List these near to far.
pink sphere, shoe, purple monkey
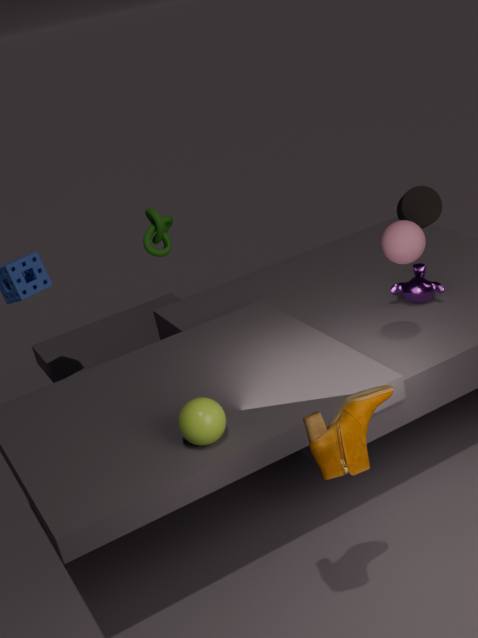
shoe
pink sphere
purple monkey
